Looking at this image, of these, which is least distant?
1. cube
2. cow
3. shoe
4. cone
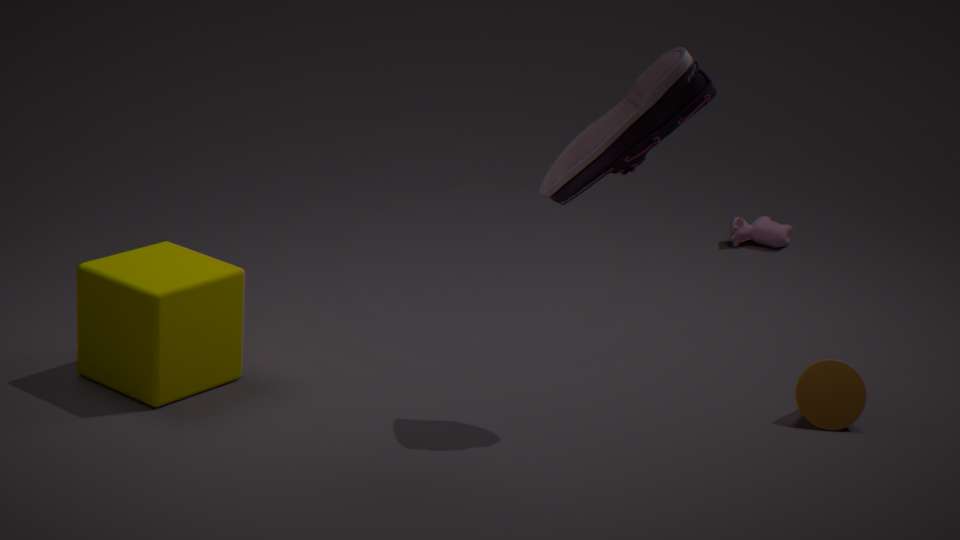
shoe
